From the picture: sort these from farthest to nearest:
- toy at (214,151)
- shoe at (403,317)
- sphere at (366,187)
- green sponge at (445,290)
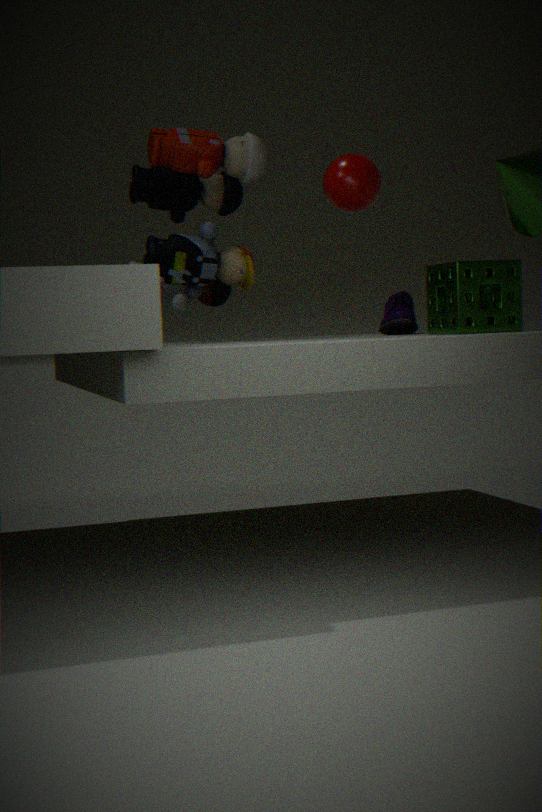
sphere at (366,187) → shoe at (403,317) → toy at (214,151) → green sponge at (445,290)
